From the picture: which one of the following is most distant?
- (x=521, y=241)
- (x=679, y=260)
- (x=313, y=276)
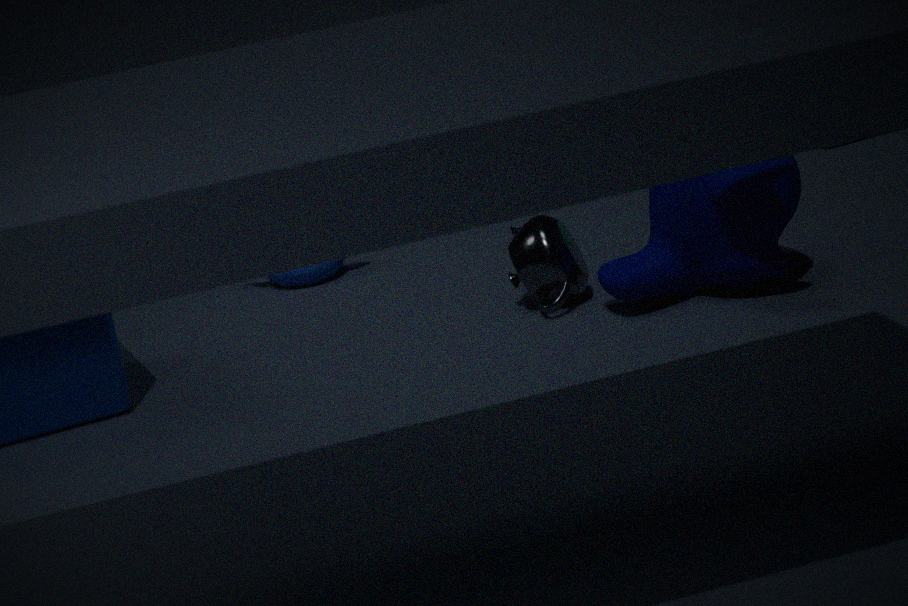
(x=313, y=276)
